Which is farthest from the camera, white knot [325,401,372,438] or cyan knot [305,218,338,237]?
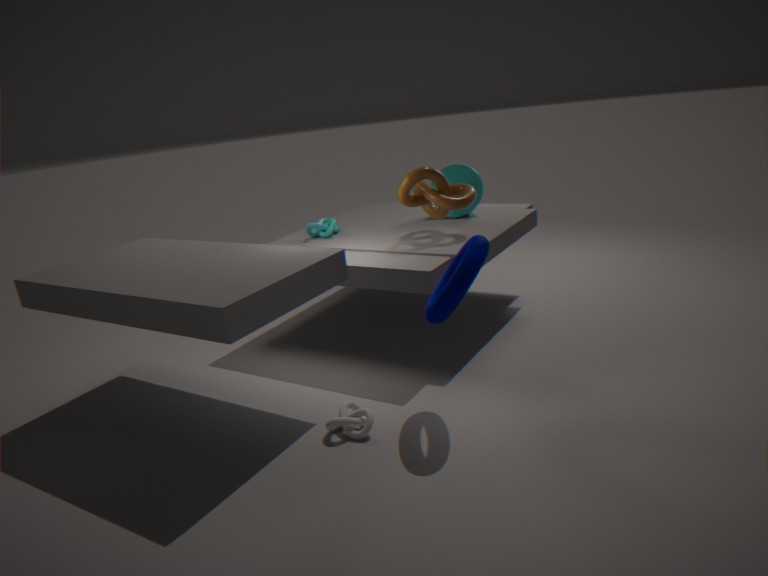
cyan knot [305,218,338,237]
